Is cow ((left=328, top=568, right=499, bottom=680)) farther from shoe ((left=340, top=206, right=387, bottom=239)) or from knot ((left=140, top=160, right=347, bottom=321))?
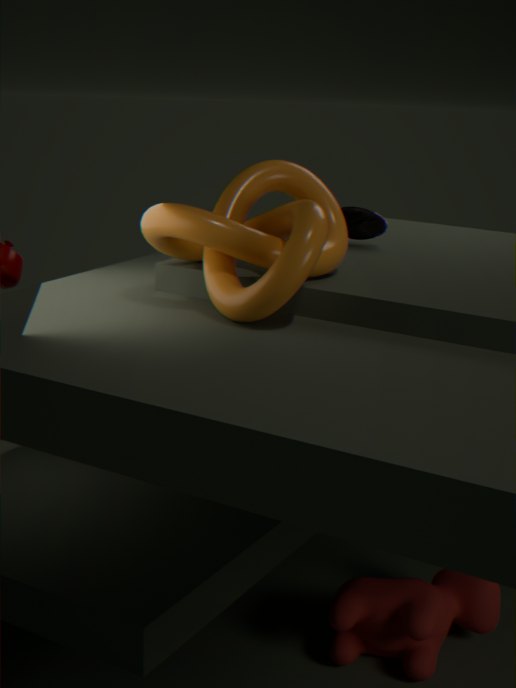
shoe ((left=340, top=206, right=387, bottom=239))
